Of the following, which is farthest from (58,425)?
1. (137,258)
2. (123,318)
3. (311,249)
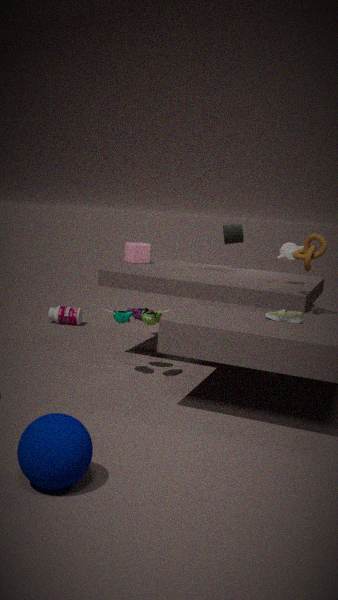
(137,258)
